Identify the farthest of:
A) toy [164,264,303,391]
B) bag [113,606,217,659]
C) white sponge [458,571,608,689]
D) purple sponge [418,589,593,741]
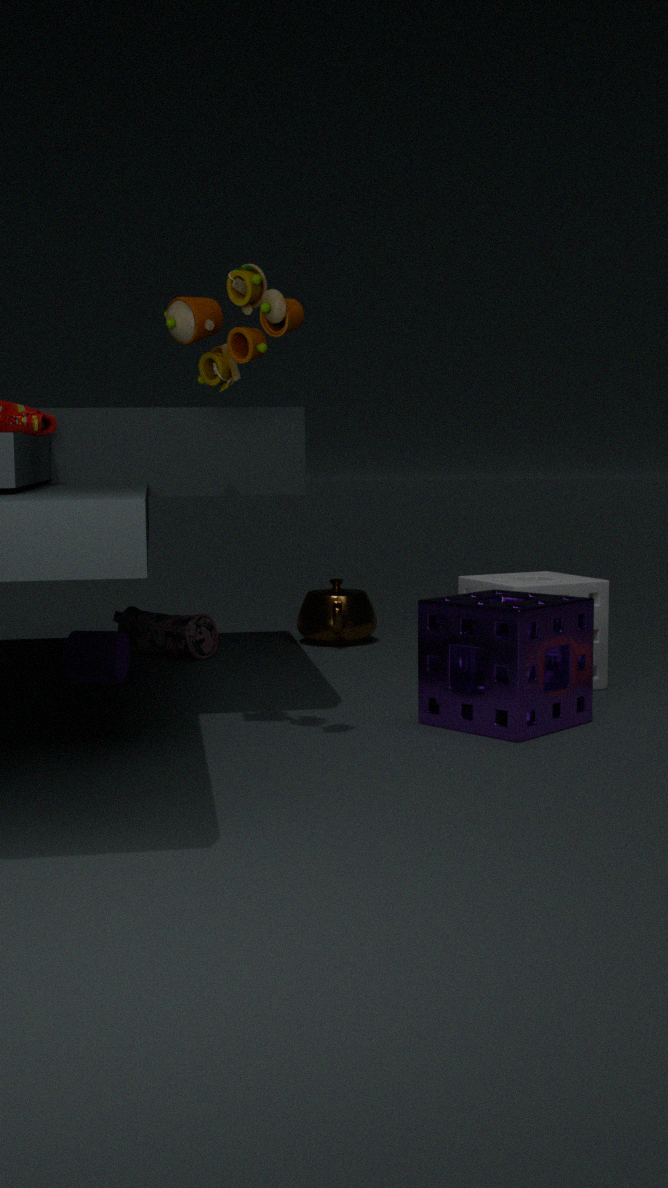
bag [113,606,217,659]
